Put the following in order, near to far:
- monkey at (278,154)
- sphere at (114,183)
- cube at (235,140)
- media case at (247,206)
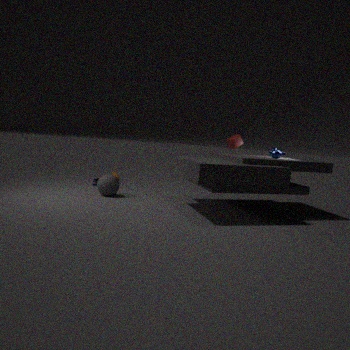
monkey at (278,154) < sphere at (114,183) < media case at (247,206) < cube at (235,140)
